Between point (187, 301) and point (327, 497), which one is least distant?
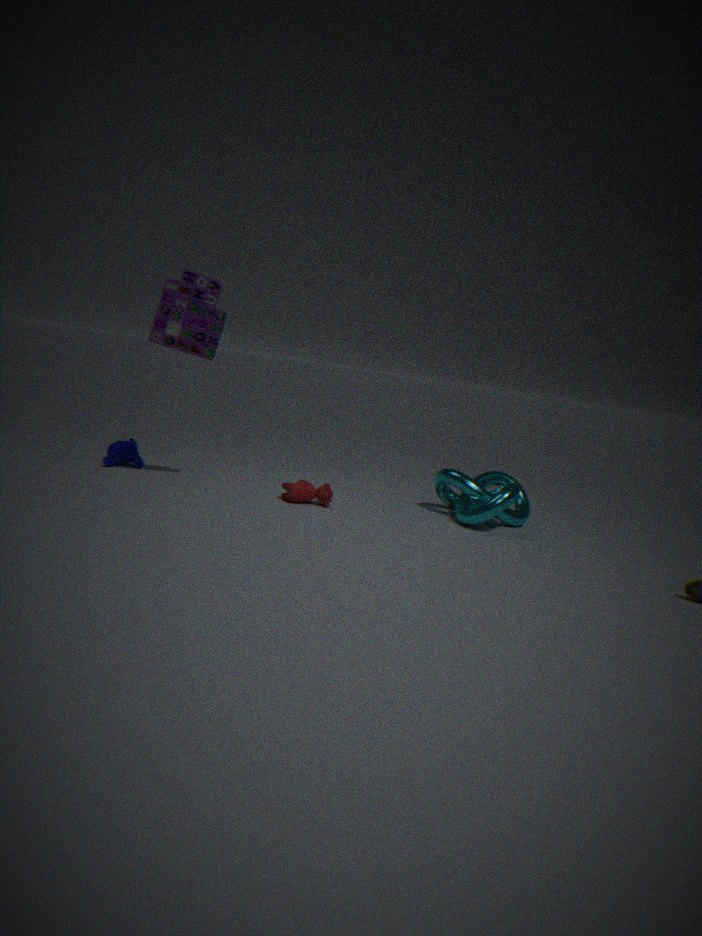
point (187, 301)
